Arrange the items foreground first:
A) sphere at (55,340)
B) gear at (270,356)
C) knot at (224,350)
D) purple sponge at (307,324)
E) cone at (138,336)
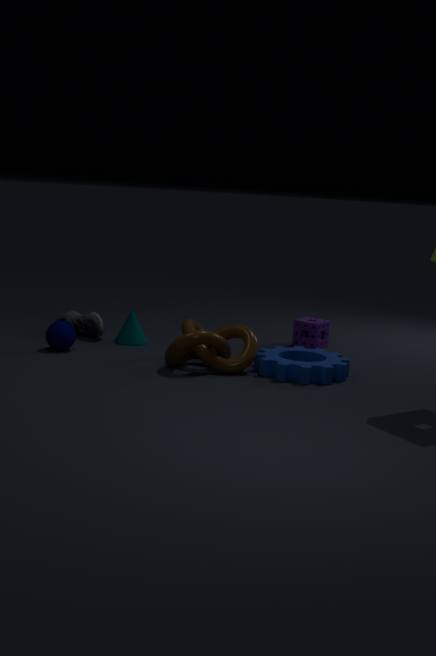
gear at (270,356), knot at (224,350), sphere at (55,340), cone at (138,336), purple sponge at (307,324)
